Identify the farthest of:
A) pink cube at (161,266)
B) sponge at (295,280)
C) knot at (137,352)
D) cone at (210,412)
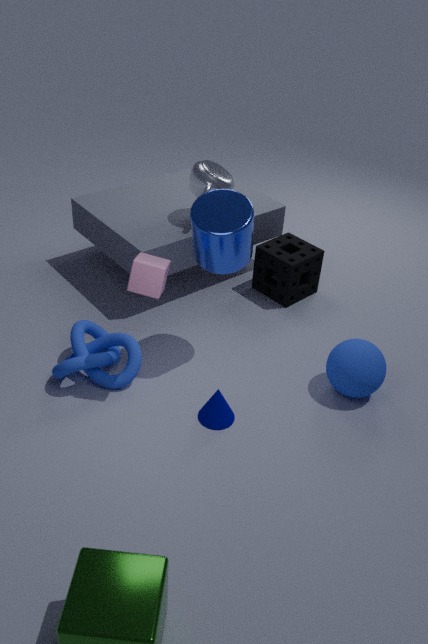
sponge at (295,280)
